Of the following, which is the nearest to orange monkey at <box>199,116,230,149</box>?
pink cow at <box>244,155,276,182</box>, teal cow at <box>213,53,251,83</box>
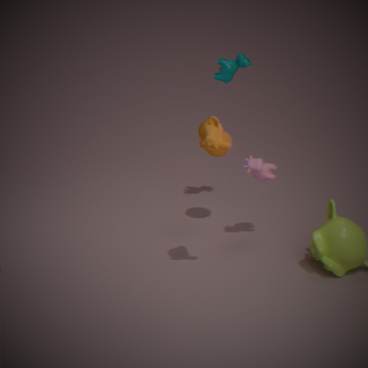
pink cow at <box>244,155,276,182</box>
